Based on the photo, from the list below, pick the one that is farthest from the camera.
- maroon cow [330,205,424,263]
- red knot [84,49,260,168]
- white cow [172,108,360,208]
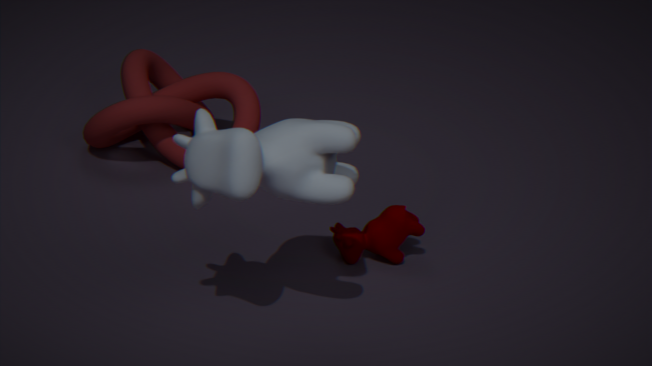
red knot [84,49,260,168]
